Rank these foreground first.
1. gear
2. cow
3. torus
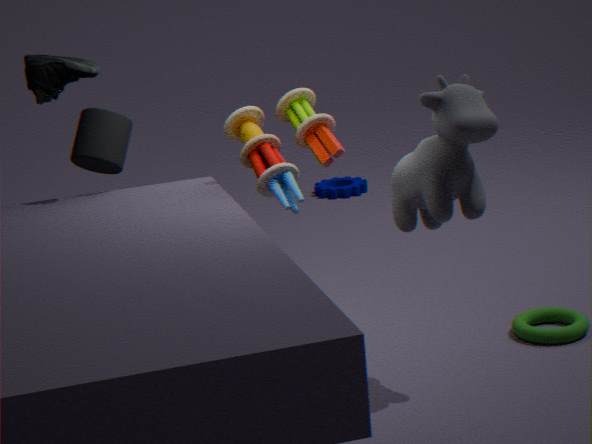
cow → torus → gear
